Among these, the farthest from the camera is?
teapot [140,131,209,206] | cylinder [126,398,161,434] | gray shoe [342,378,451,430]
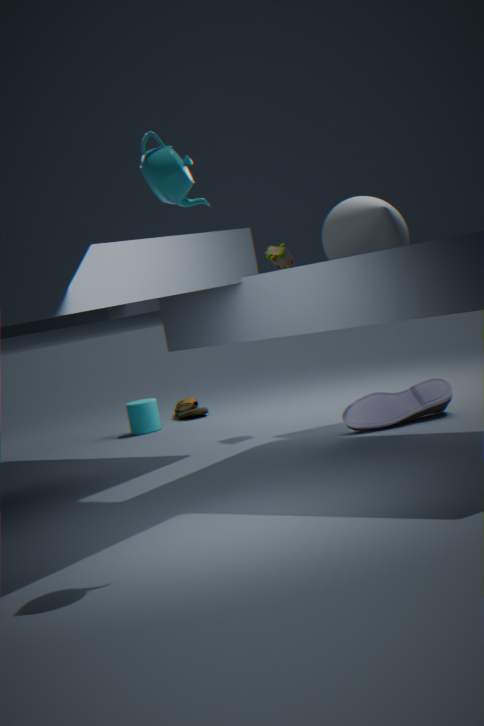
cylinder [126,398,161,434]
